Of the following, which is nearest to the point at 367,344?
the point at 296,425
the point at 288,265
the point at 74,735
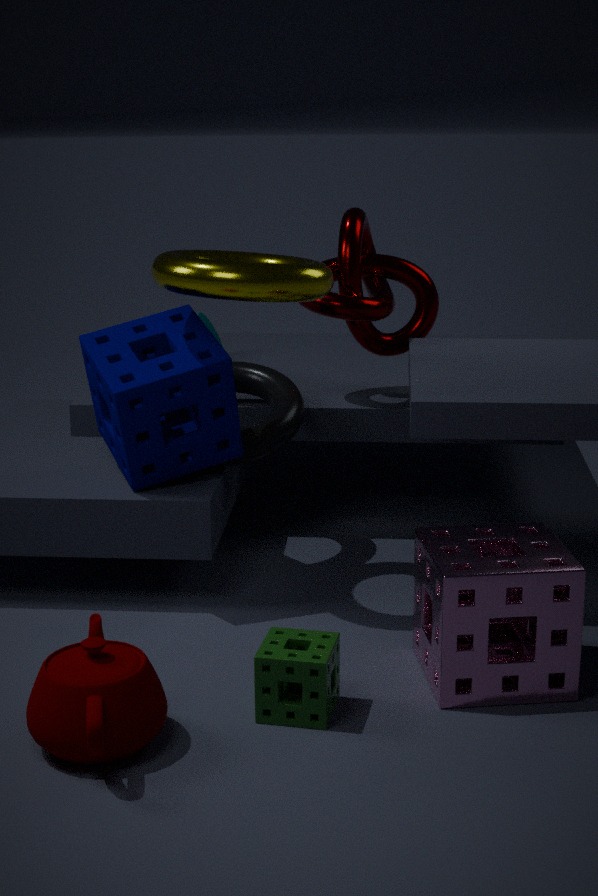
the point at 296,425
